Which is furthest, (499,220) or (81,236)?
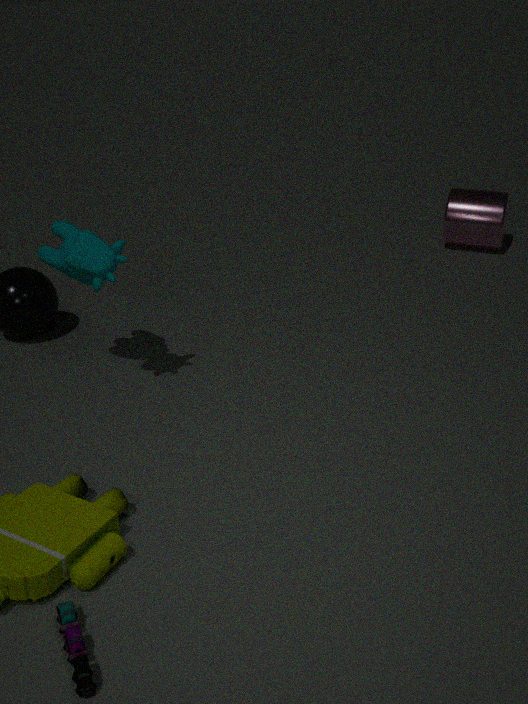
(499,220)
